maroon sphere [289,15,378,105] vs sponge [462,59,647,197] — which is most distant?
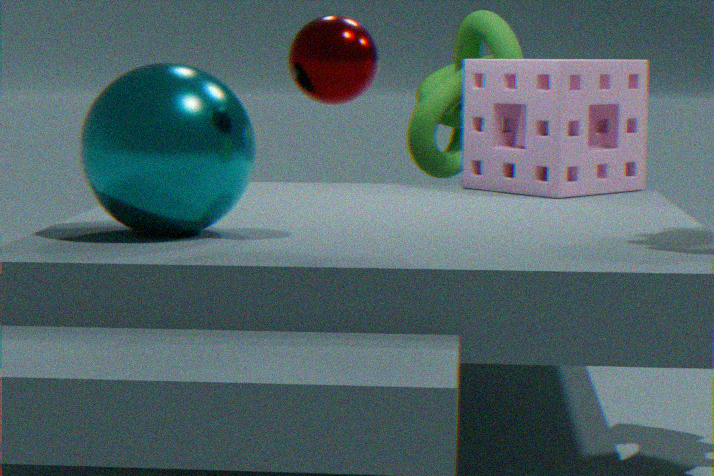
sponge [462,59,647,197]
